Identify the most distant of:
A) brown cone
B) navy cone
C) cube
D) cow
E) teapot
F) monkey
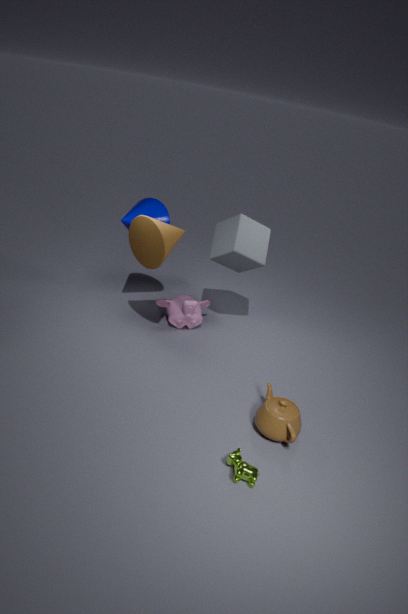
monkey
